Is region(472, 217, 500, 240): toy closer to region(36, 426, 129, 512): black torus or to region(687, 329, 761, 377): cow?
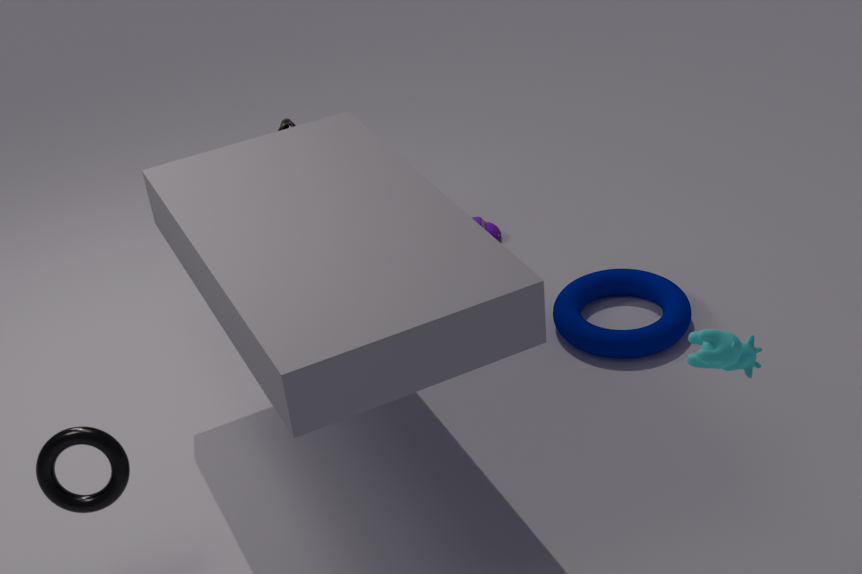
region(36, 426, 129, 512): black torus
